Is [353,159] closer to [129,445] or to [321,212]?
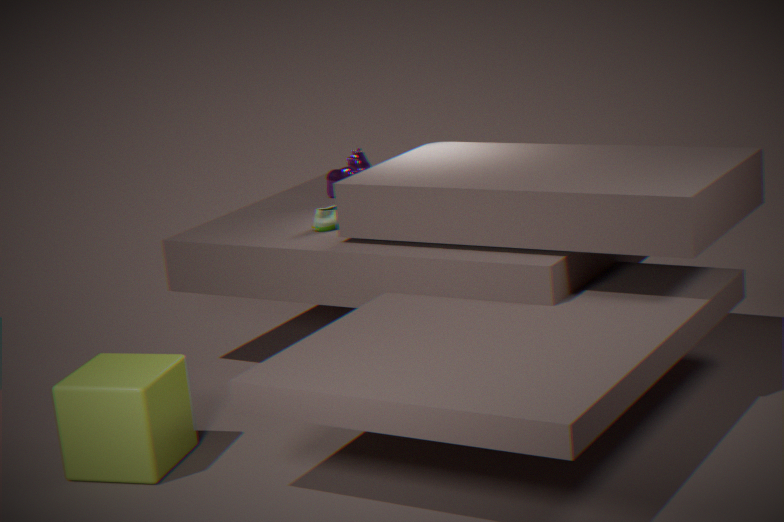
[321,212]
